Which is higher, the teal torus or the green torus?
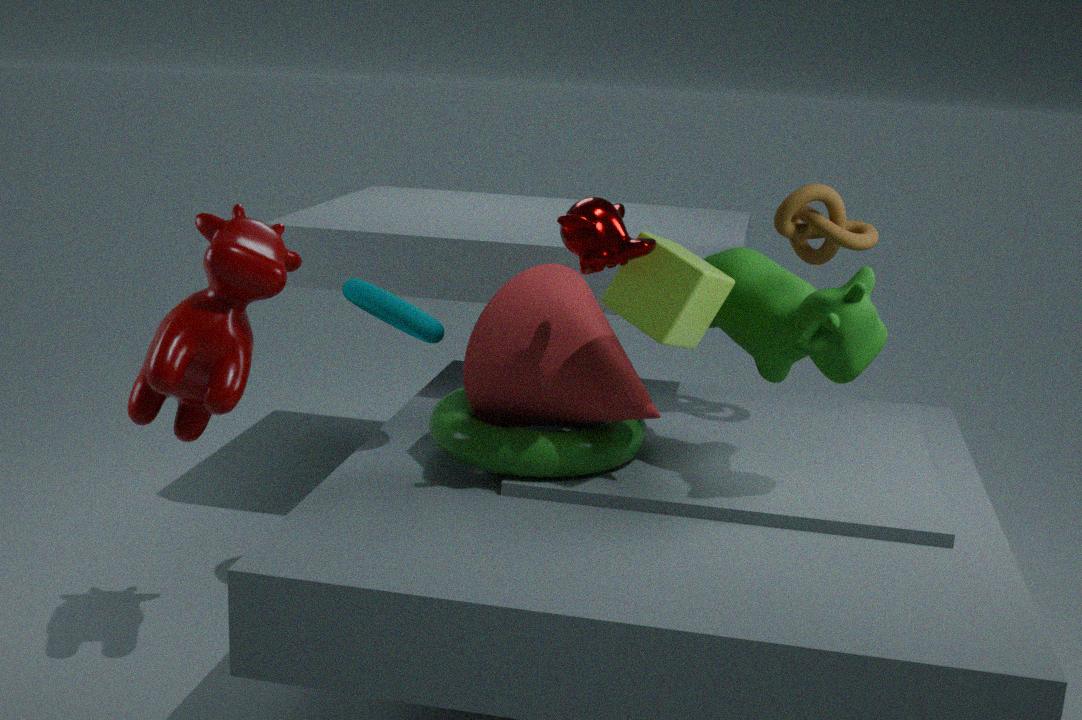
the teal torus
